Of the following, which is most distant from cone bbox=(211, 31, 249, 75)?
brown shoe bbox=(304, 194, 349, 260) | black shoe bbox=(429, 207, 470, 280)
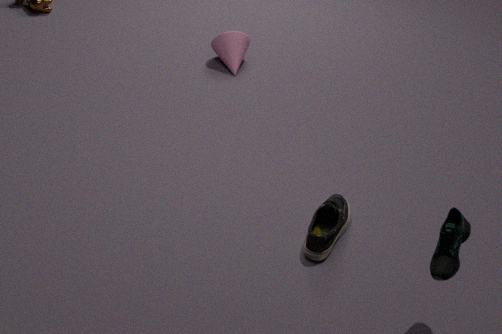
black shoe bbox=(429, 207, 470, 280)
